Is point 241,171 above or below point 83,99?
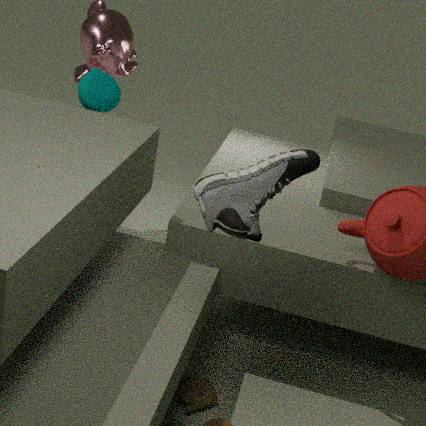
above
